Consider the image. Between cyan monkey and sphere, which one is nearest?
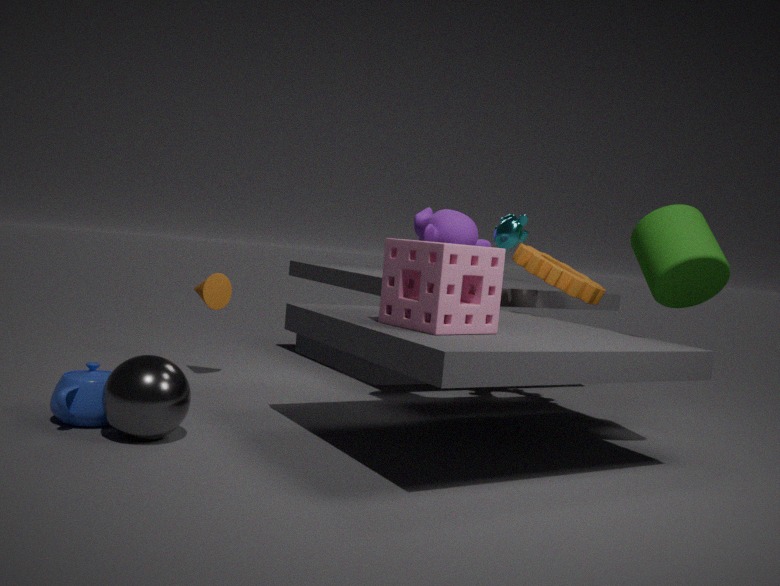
sphere
